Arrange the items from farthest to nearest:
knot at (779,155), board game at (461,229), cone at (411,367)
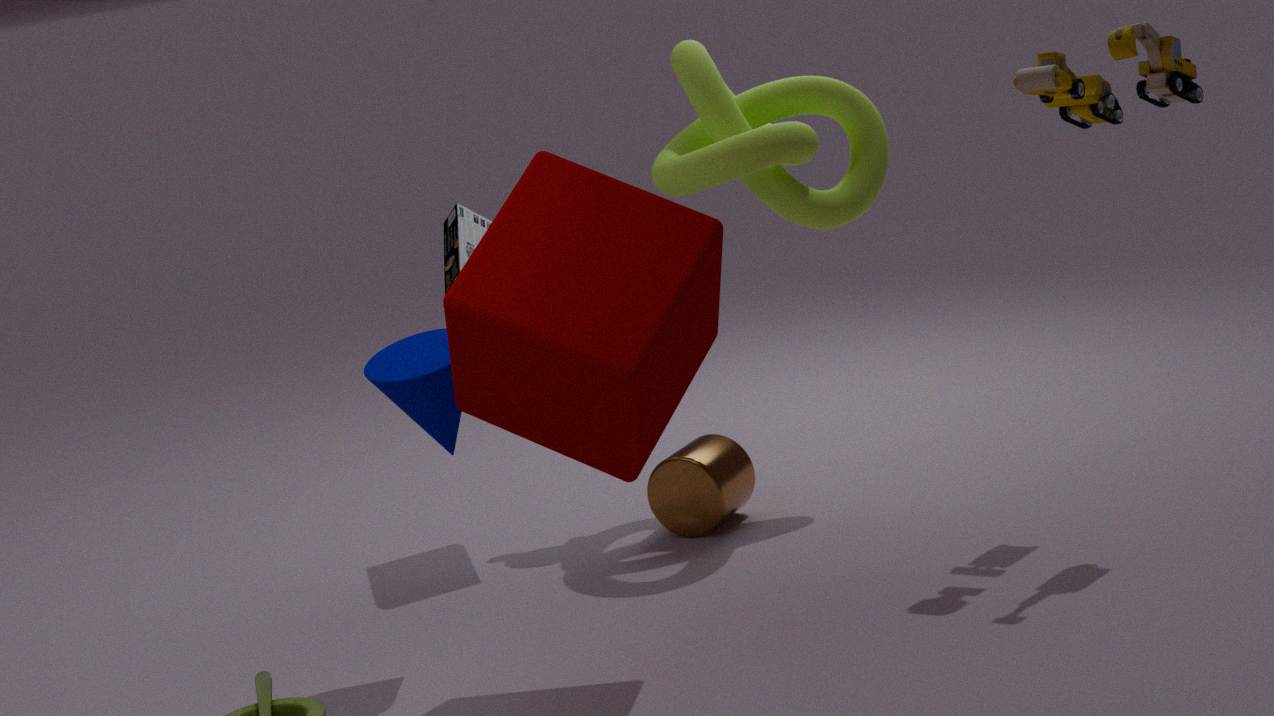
board game at (461,229) → knot at (779,155) → cone at (411,367)
